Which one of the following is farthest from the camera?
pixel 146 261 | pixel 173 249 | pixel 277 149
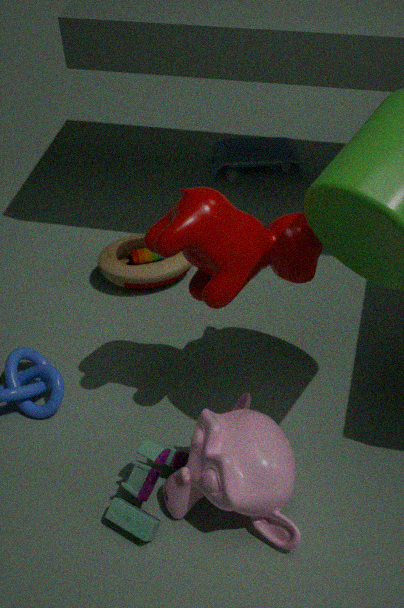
pixel 277 149
